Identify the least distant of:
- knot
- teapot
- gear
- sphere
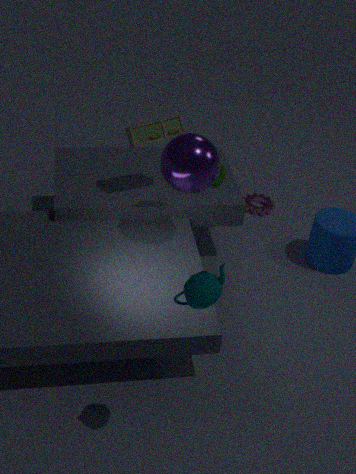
teapot
